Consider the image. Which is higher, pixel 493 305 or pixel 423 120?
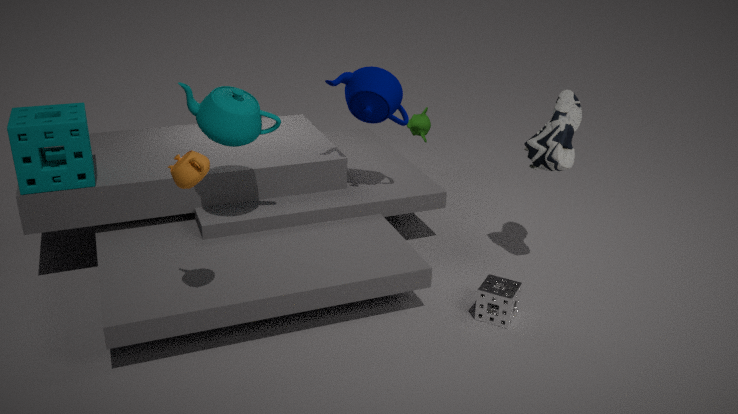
pixel 423 120
